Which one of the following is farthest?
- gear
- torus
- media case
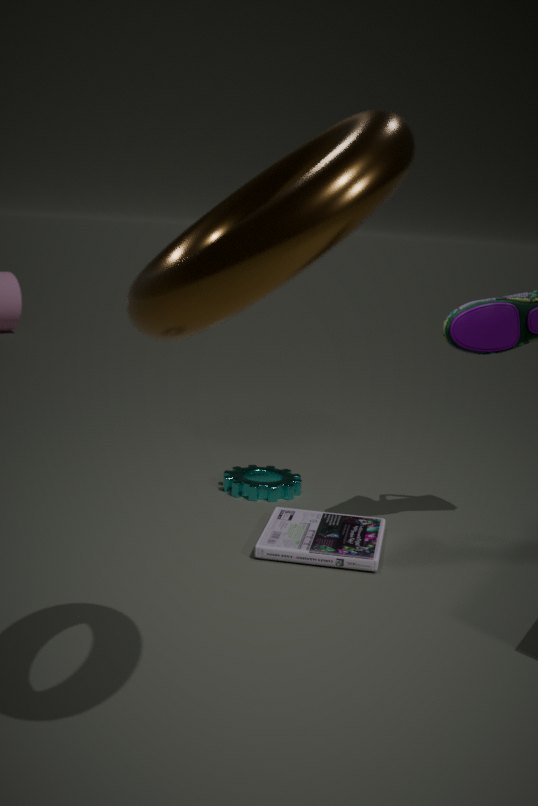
gear
